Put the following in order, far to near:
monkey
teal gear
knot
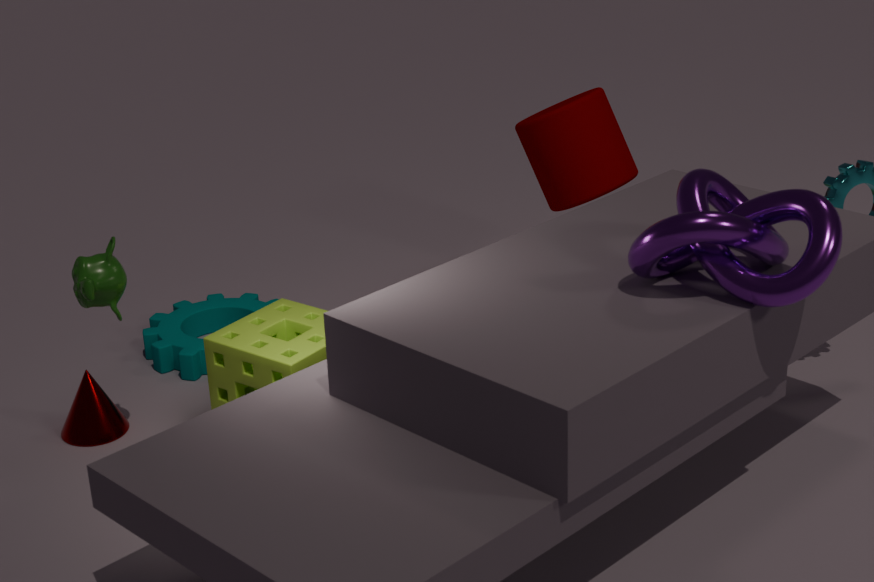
teal gear < monkey < knot
